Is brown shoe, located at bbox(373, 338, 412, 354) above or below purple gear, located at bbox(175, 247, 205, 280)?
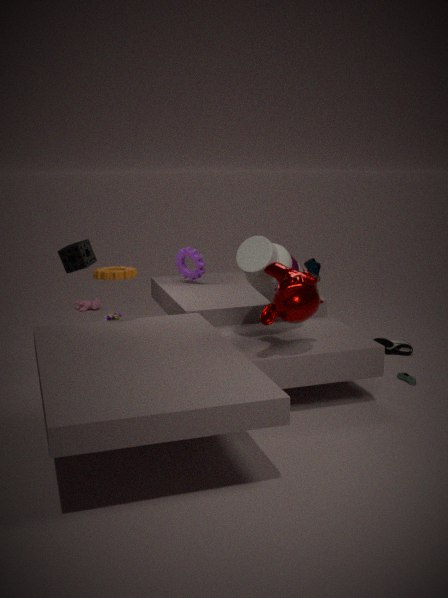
below
